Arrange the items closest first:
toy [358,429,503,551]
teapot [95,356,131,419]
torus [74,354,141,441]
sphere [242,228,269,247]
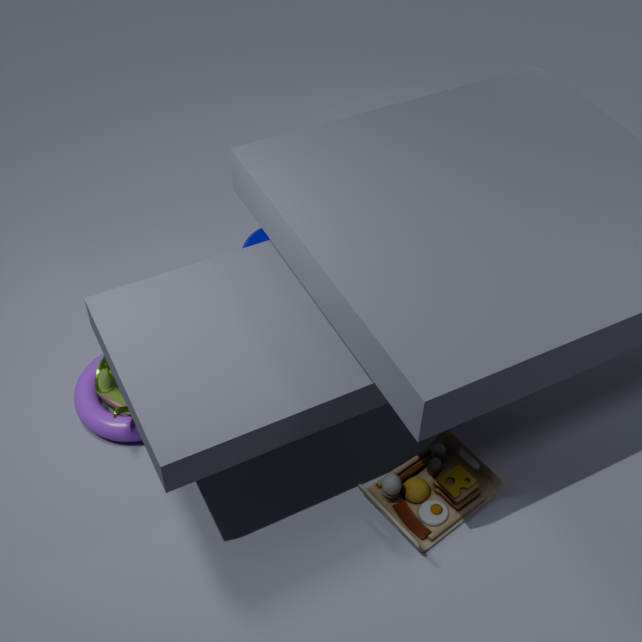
toy [358,429,503,551] < teapot [95,356,131,419] < torus [74,354,141,441] < sphere [242,228,269,247]
